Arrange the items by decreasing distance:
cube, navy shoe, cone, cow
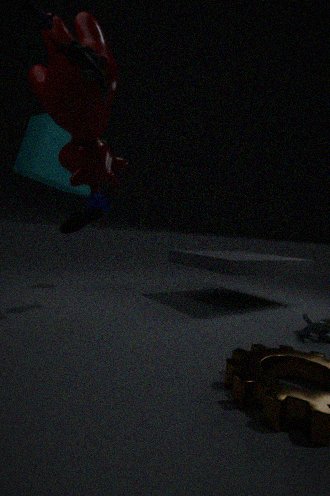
cone < navy shoe < cube < cow
